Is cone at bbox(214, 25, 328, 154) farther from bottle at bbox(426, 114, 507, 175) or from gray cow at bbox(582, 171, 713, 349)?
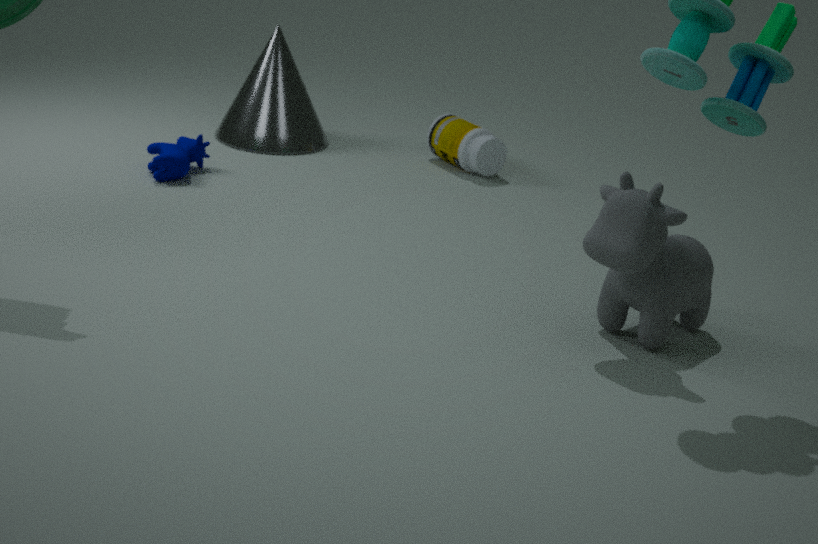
gray cow at bbox(582, 171, 713, 349)
